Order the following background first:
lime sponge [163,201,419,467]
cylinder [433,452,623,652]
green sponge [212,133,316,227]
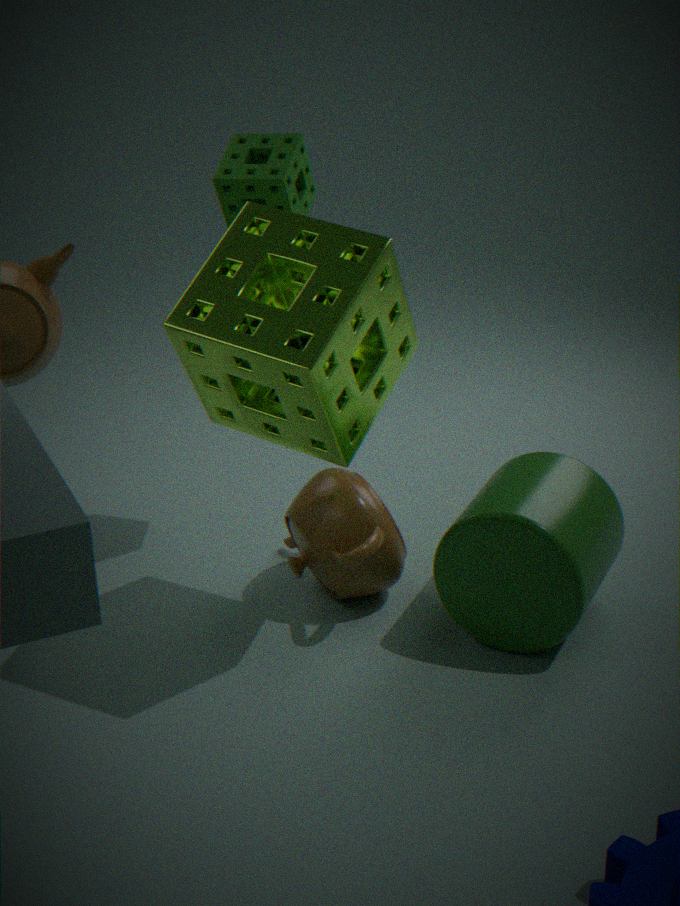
green sponge [212,133,316,227]
cylinder [433,452,623,652]
lime sponge [163,201,419,467]
